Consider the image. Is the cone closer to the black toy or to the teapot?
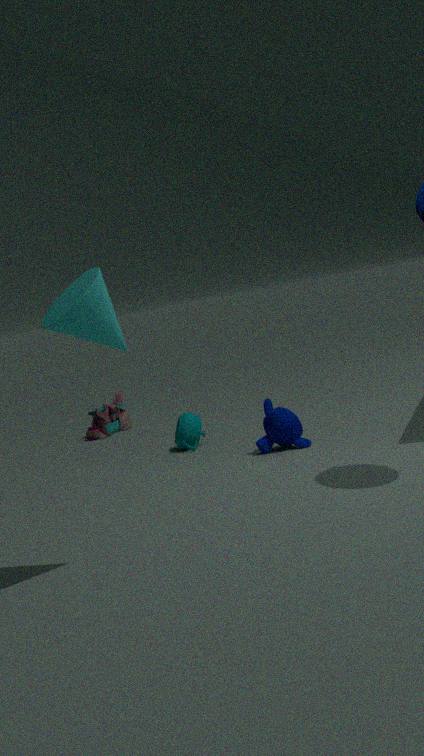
the teapot
